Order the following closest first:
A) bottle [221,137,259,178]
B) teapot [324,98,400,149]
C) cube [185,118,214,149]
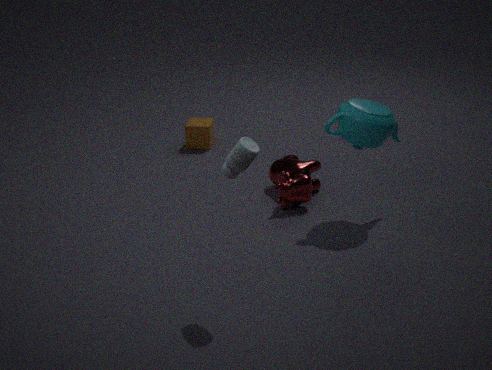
bottle [221,137,259,178] < teapot [324,98,400,149] < cube [185,118,214,149]
